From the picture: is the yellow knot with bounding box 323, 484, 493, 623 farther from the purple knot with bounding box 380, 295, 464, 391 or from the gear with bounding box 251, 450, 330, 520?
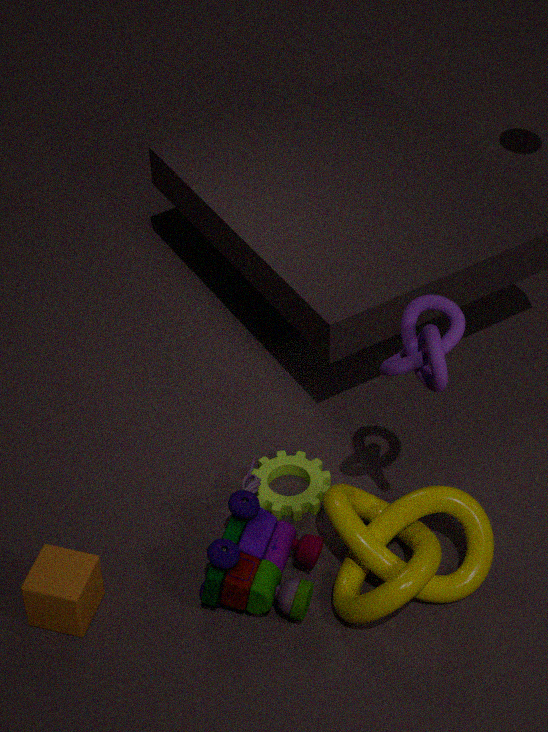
the purple knot with bounding box 380, 295, 464, 391
